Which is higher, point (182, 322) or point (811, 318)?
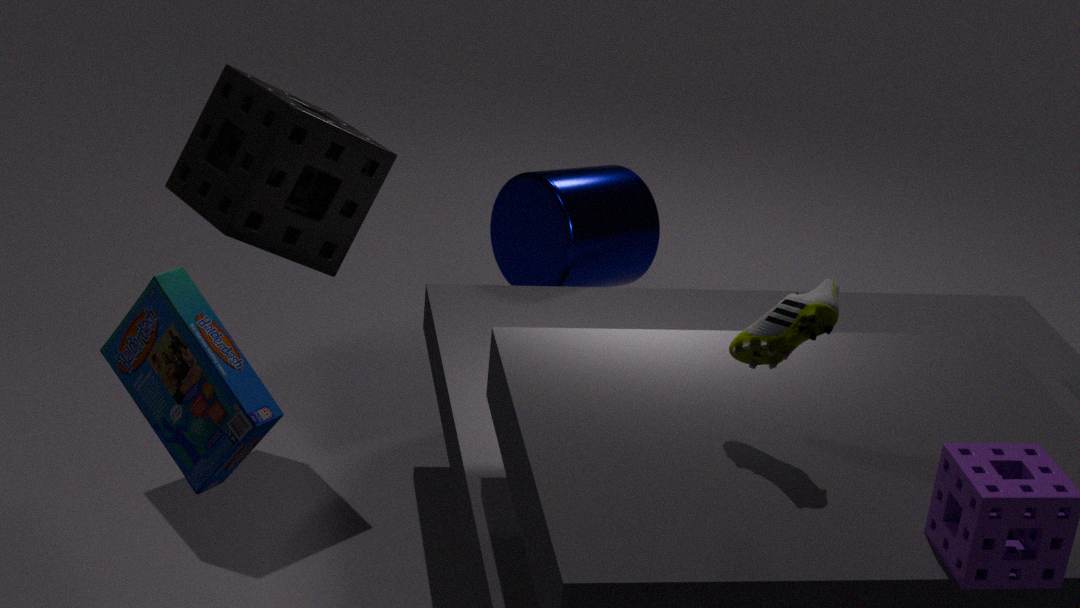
point (811, 318)
